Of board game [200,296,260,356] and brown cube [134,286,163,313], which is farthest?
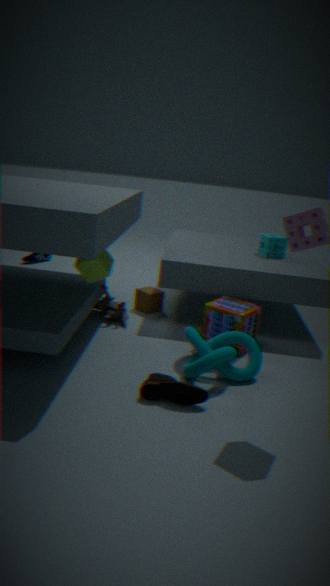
brown cube [134,286,163,313]
